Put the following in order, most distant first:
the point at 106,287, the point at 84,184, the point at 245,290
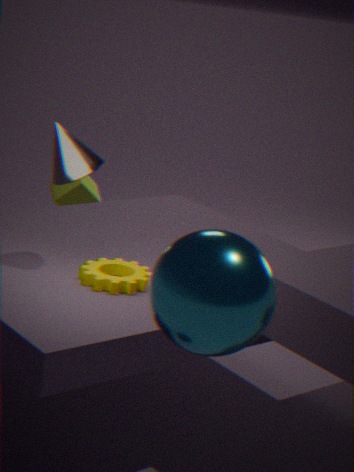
the point at 84,184
the point at 106,287
the point at 245,290
